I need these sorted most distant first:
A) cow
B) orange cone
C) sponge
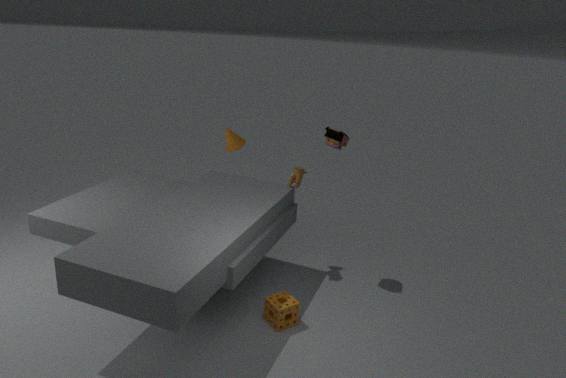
1. orange cone
2. cow
3. sponge
